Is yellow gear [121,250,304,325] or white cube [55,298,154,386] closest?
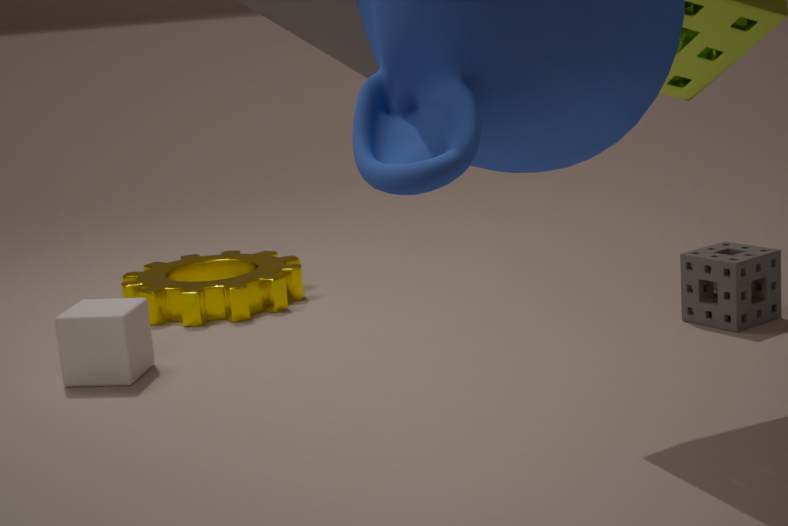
white cube [55,298,154,386]
